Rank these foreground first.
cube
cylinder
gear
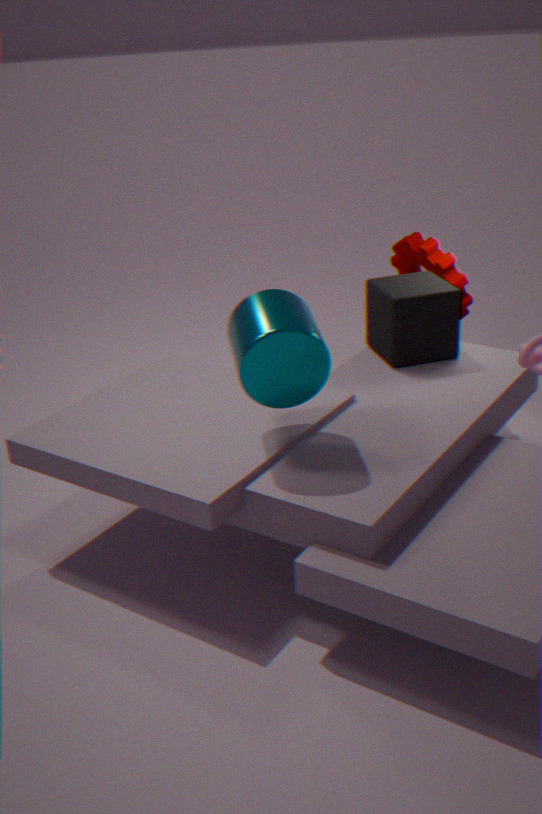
cylinder, cube, gear
